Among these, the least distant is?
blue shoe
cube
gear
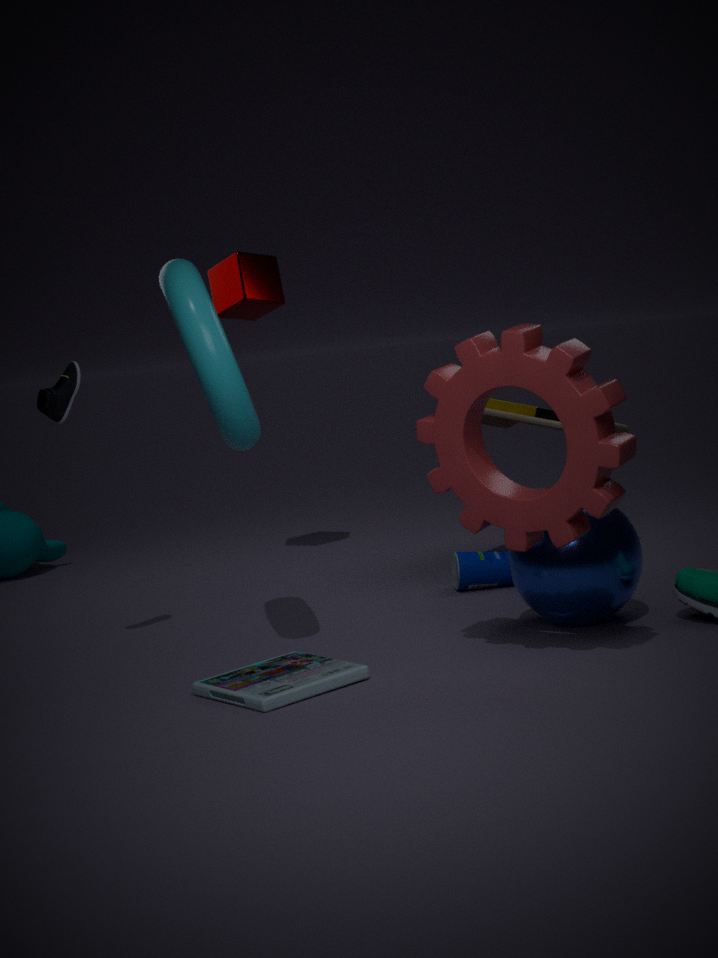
gear
